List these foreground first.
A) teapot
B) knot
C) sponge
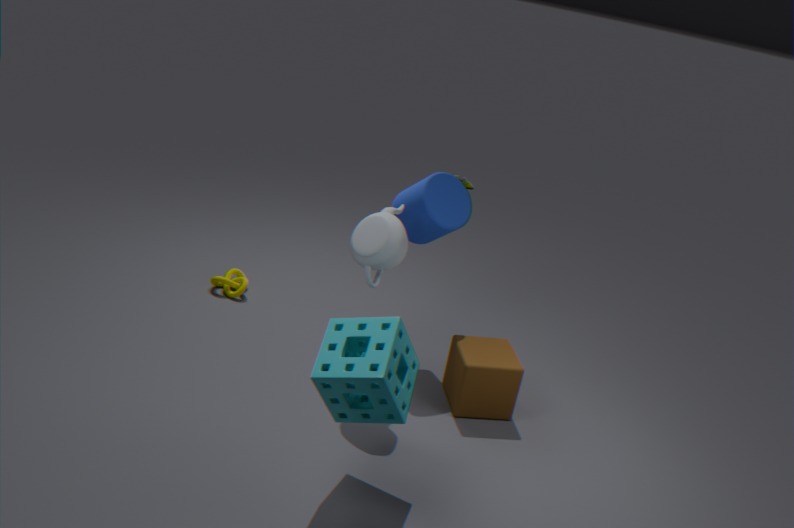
1. sponge
2. teapot
3. knot
